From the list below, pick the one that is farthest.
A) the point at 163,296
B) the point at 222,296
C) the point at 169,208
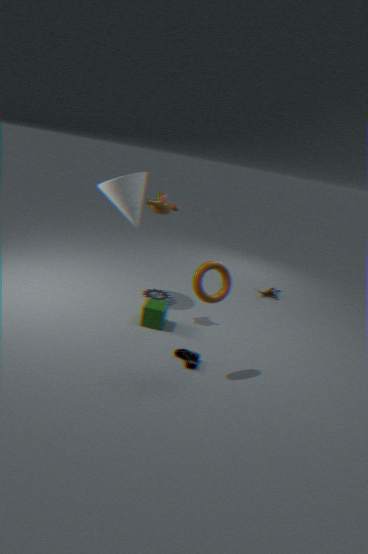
A. the point at 163,296
